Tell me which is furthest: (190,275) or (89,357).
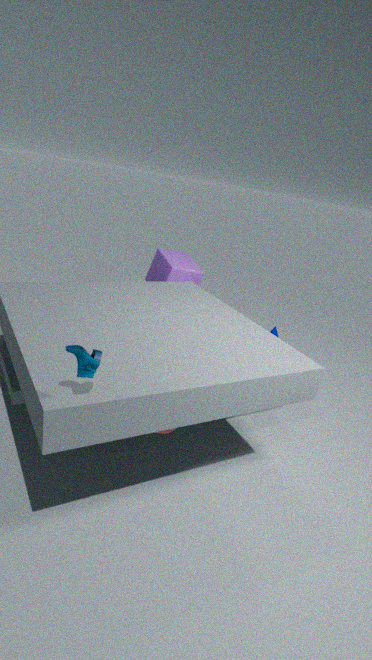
(190,275)
